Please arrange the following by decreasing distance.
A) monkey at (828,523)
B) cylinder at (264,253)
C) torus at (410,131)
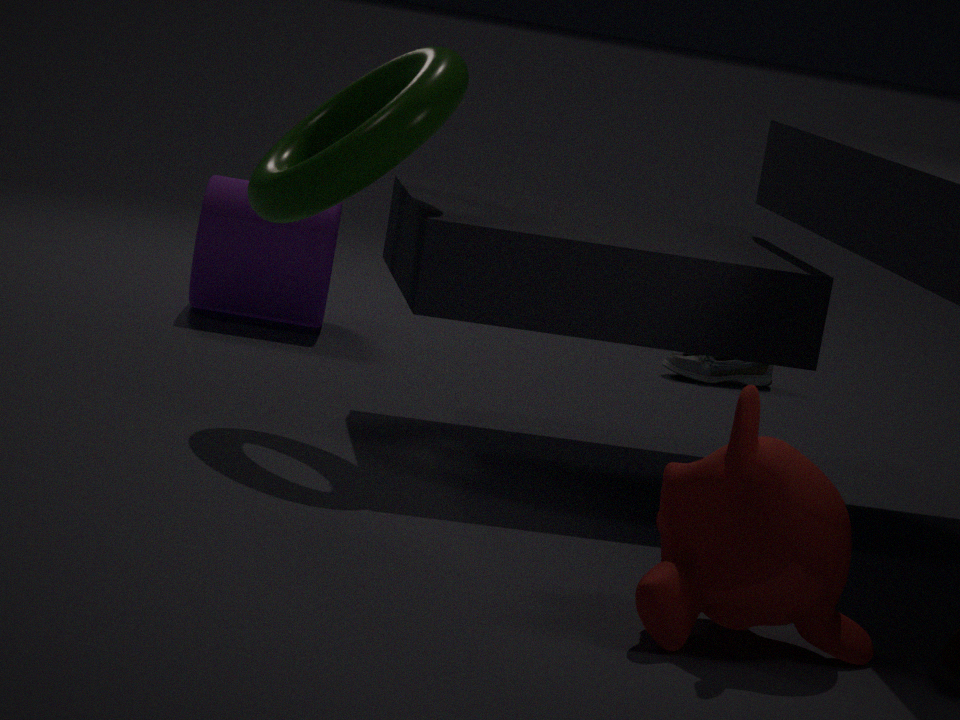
cylinder at (264,253) < torus at (410,131) < monkey at (828,523)
